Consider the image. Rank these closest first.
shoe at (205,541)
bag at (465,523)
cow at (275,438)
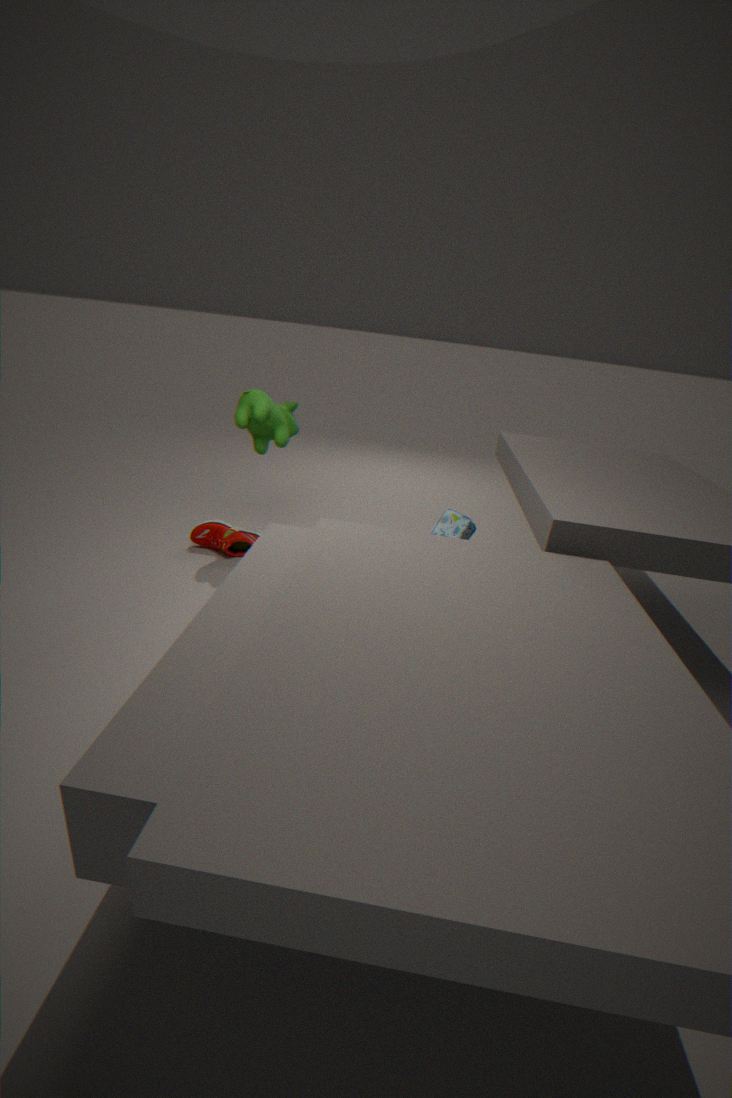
bag at (465,523)
cow at (275,438)
shoe at (205,541)
